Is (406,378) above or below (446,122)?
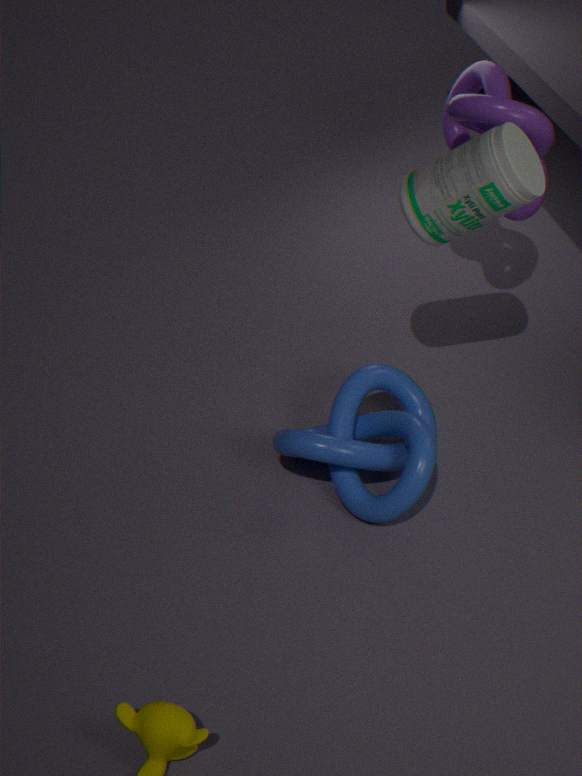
below
